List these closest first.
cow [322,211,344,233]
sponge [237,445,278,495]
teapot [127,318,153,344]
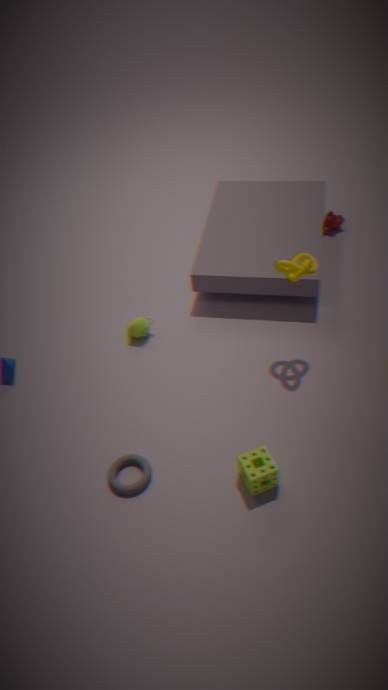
sponge [237,445,278,495]
teapot [127,318,153,344]
cow [322,211,344,233]
